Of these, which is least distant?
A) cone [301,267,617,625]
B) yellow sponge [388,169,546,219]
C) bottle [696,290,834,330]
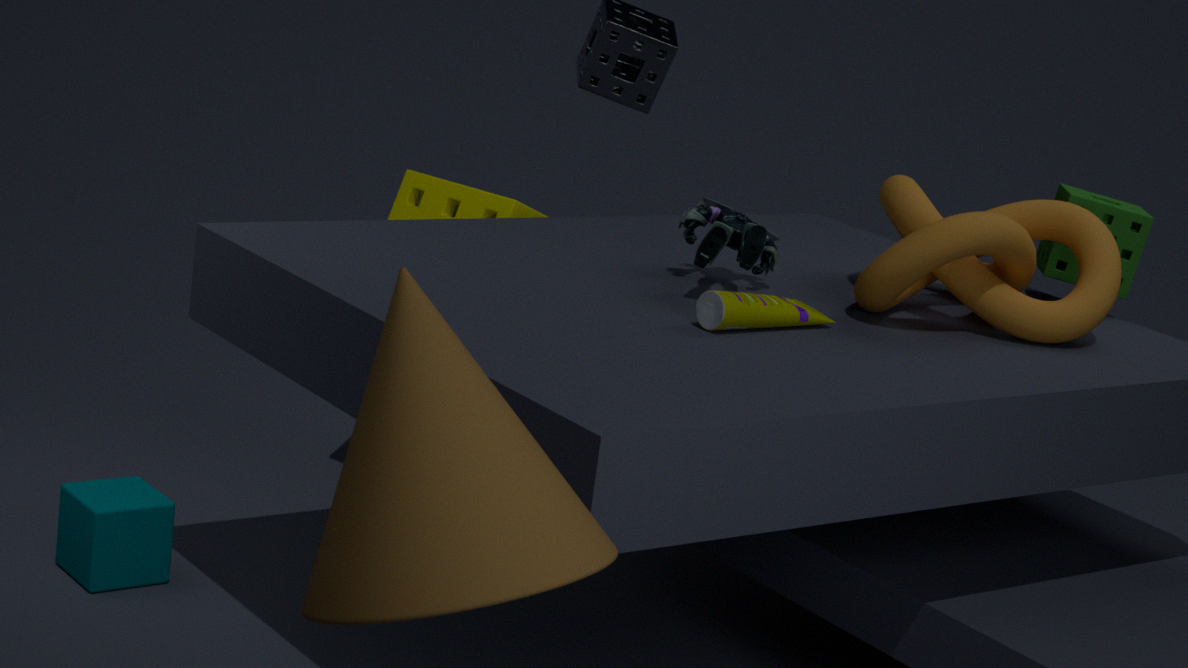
cone [301,267,617,625]
